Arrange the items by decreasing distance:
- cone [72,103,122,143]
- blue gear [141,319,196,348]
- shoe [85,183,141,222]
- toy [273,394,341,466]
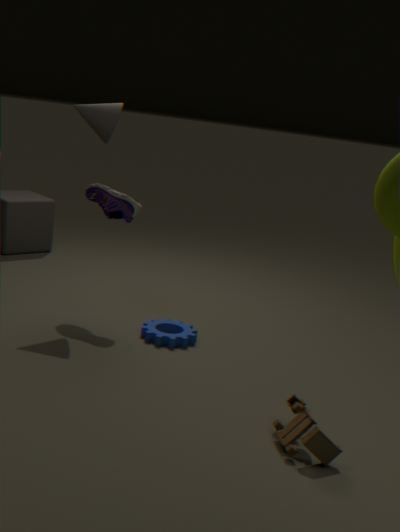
shoe [85,183,141,222] → cone [72,103,122,143] → blue gear [141,319,196,348] → toy [273,394,341,466]
